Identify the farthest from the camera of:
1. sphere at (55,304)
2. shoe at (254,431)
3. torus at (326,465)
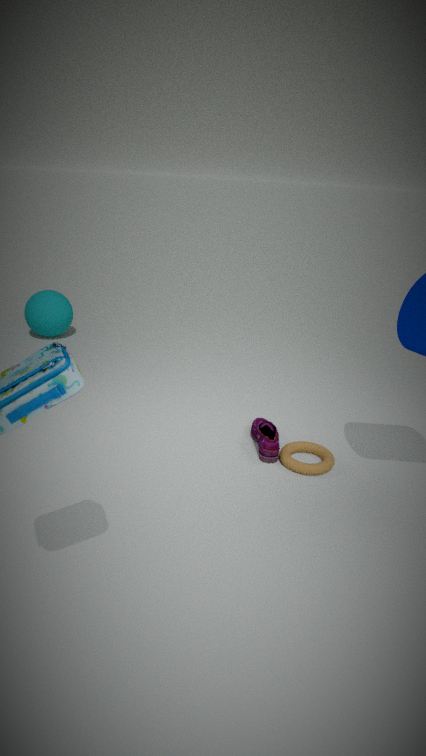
sphere at (55,304)
